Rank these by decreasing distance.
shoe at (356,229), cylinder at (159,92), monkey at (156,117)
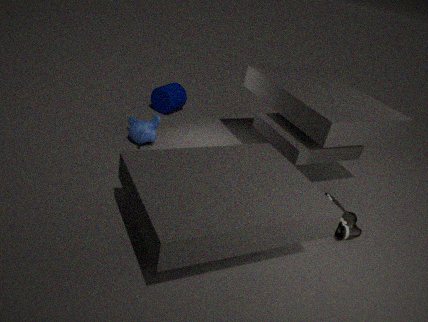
1. cylinder at (159,92)
2. monkey at (156,117)
3. shoe at (356,229)
